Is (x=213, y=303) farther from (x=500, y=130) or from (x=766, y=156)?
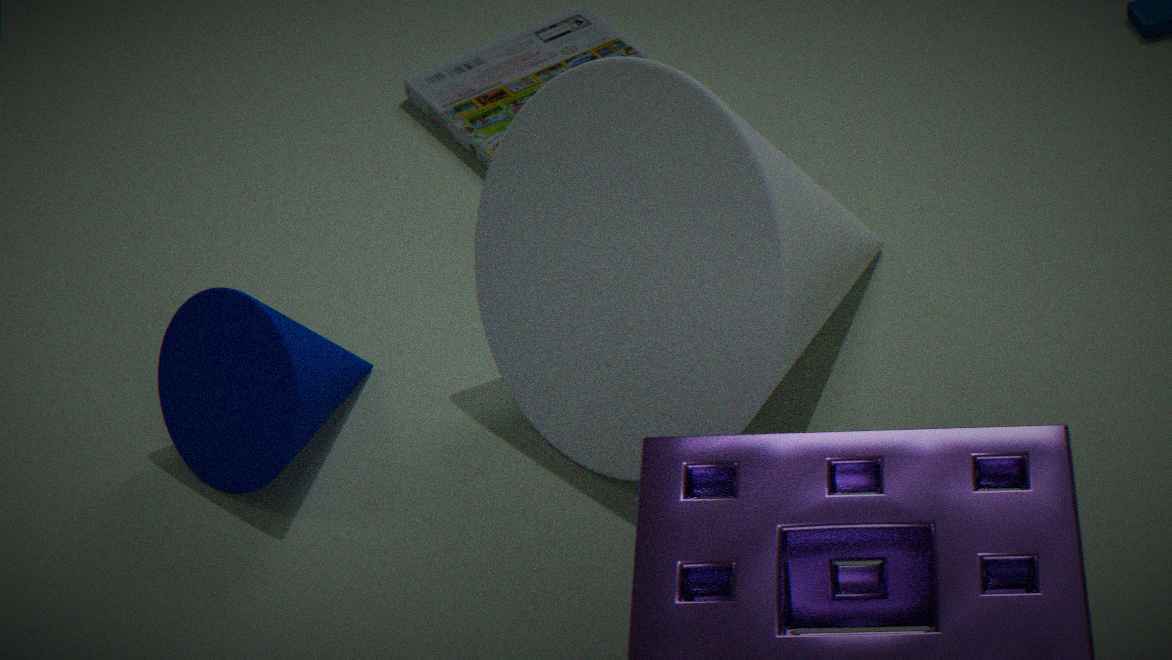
(x=500, y=130)
